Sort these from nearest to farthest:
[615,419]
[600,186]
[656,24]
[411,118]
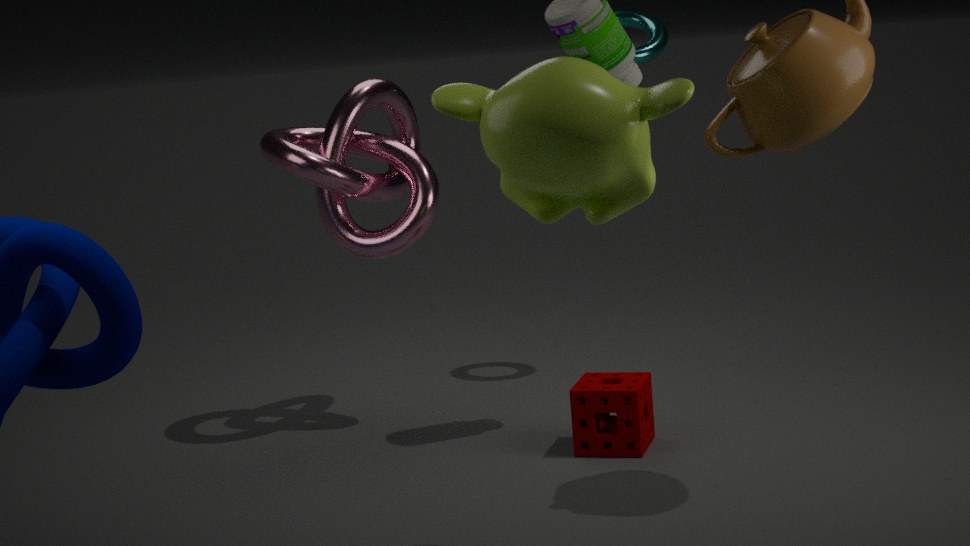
[600,186]
[615,419]
[411,118]
[656,24]
